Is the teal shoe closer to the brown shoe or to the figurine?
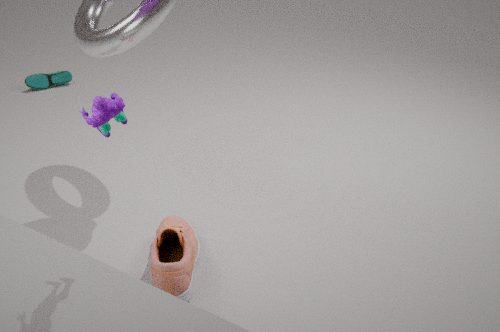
the brown shoe
